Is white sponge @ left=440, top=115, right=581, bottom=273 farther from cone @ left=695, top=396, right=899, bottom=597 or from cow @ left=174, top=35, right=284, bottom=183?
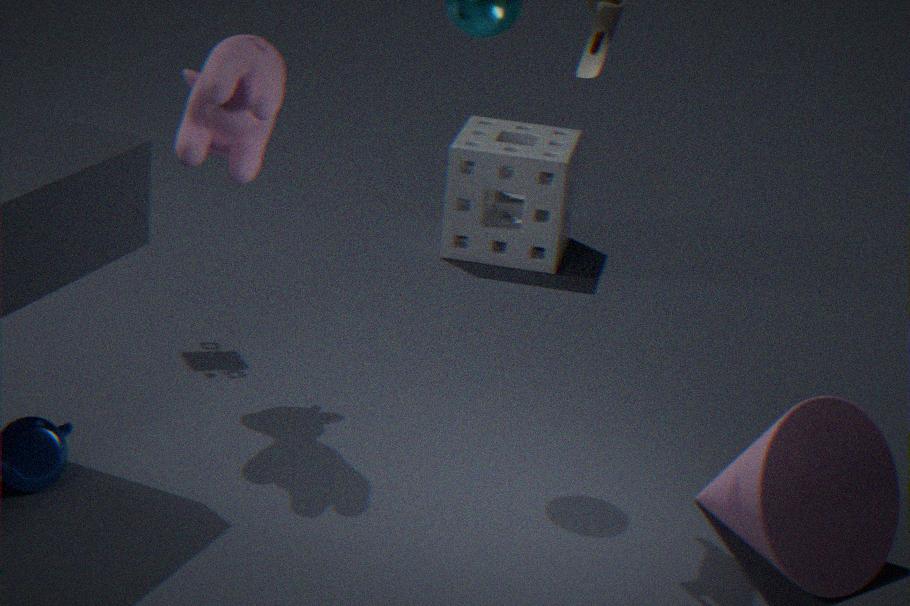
cone @ left=695, top=396, right=899, bottom=597
